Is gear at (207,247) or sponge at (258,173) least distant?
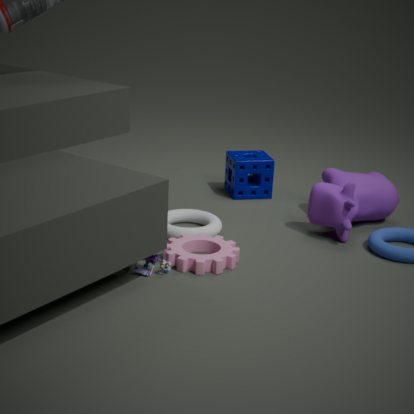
gear at (207,247)
